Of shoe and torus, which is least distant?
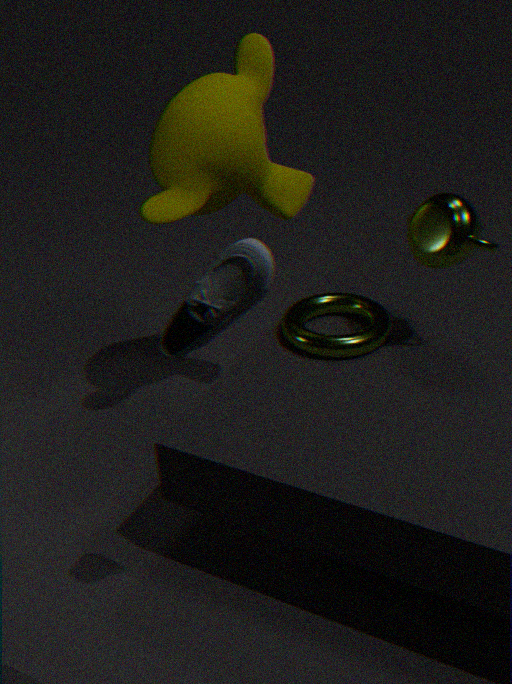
shoe
